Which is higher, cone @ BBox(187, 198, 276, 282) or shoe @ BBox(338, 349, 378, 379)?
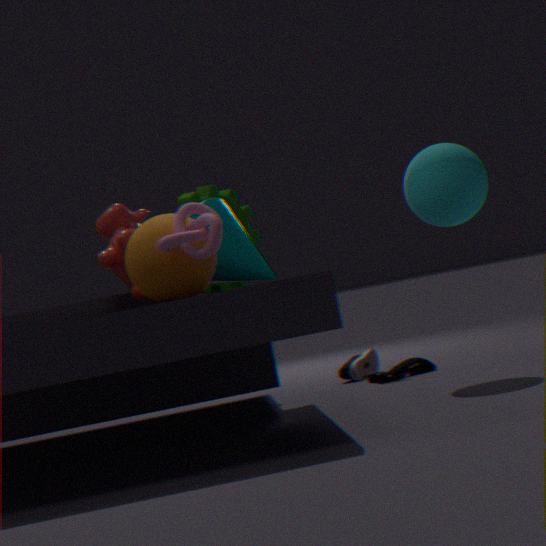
cone @ BBox(187, 198, 276, 282)
